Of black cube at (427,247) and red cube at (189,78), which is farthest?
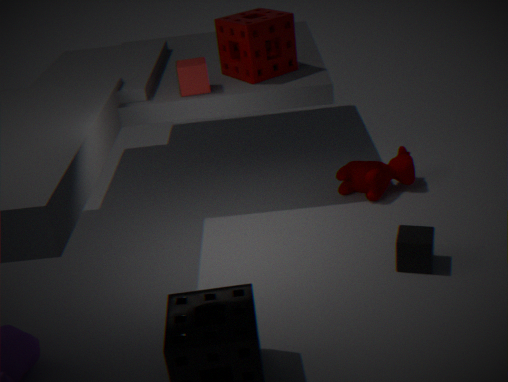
red cube at (189,78)
